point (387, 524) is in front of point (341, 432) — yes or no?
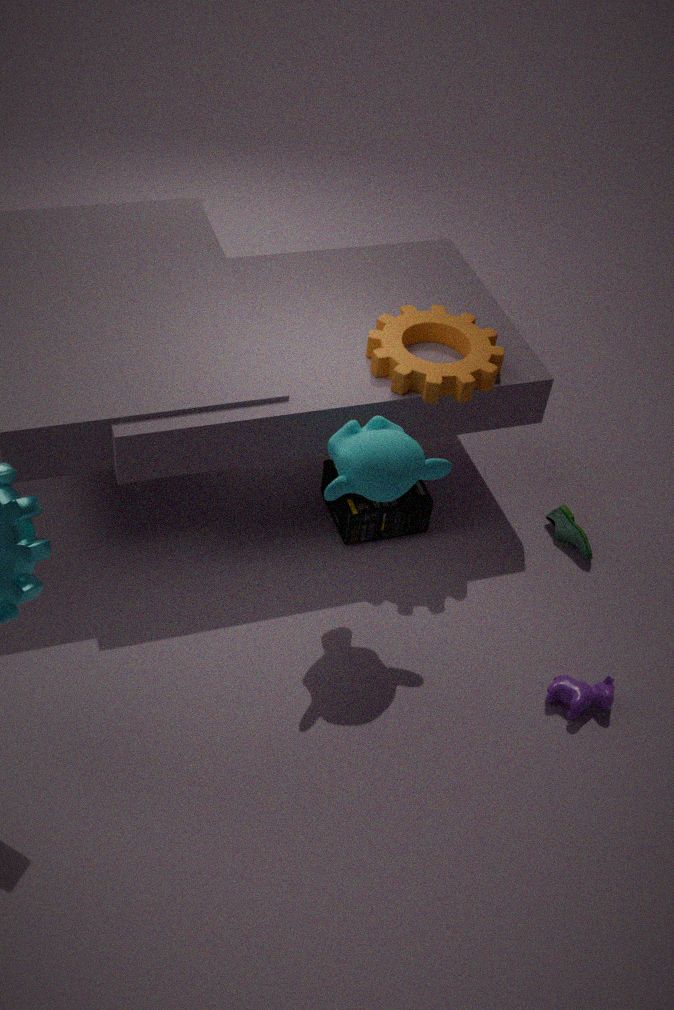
No
